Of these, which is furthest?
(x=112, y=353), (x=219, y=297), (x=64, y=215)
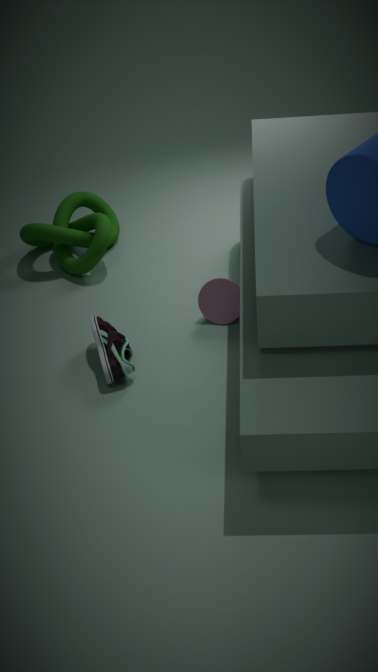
(x=64, y=215)
